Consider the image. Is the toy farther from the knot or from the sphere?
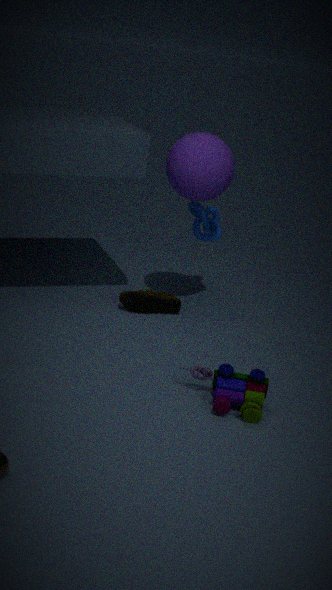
the knot
